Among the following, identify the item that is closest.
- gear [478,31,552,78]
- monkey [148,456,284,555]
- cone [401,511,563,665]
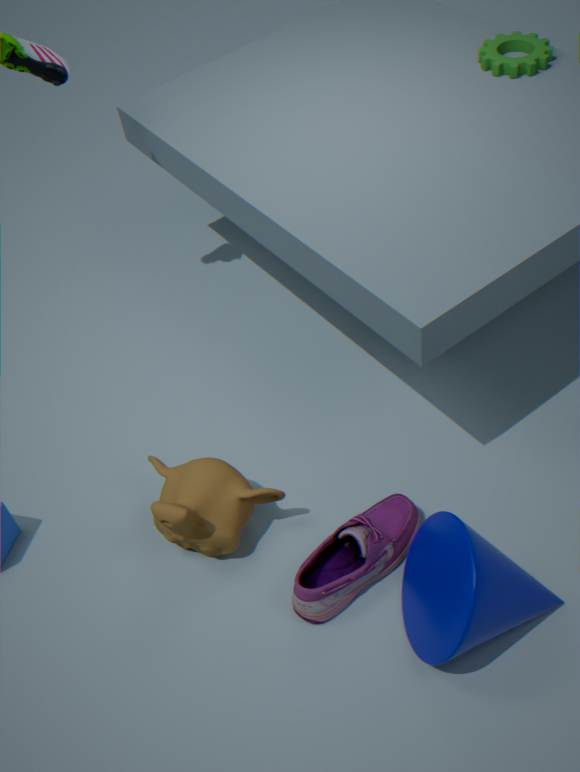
cone [401,511,563,665]
